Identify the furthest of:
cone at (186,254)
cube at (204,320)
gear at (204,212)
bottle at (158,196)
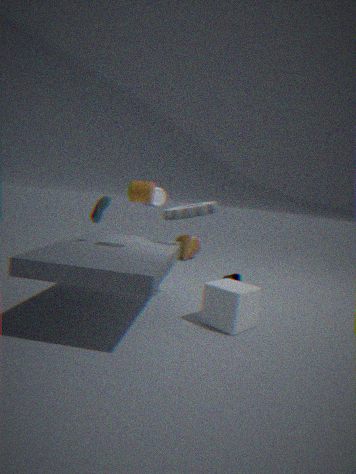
cone at (186,254)
